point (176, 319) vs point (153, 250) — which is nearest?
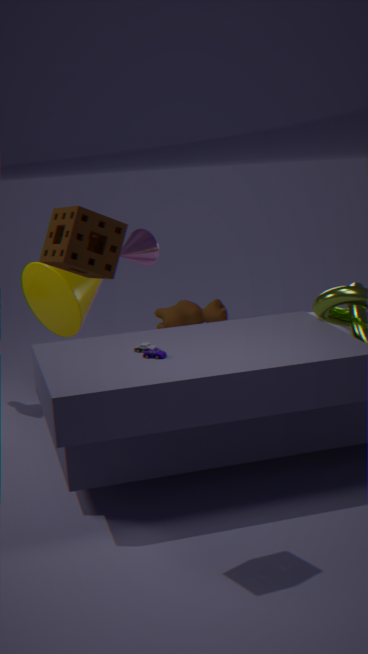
point (153, 250)
